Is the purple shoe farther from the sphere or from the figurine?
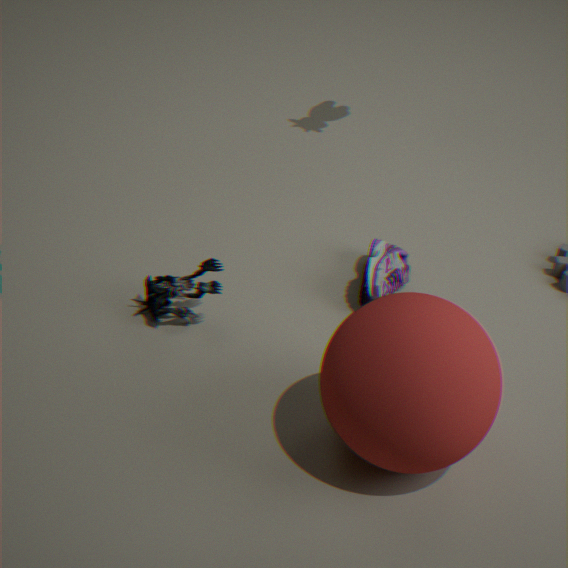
the figurine
